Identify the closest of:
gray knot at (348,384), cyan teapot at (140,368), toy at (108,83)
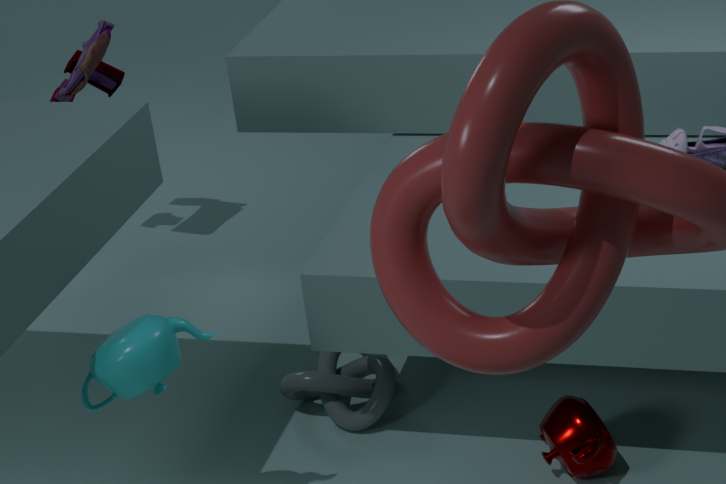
cyan teapot at (140,368)
